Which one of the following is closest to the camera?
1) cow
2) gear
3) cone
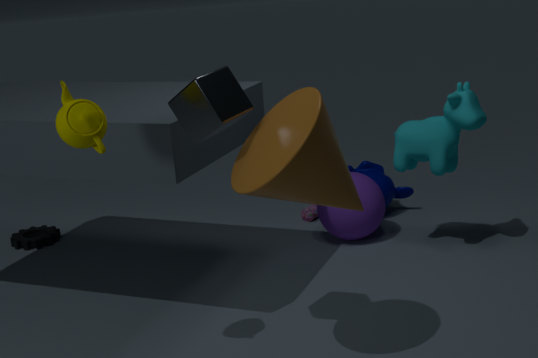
3. cone
